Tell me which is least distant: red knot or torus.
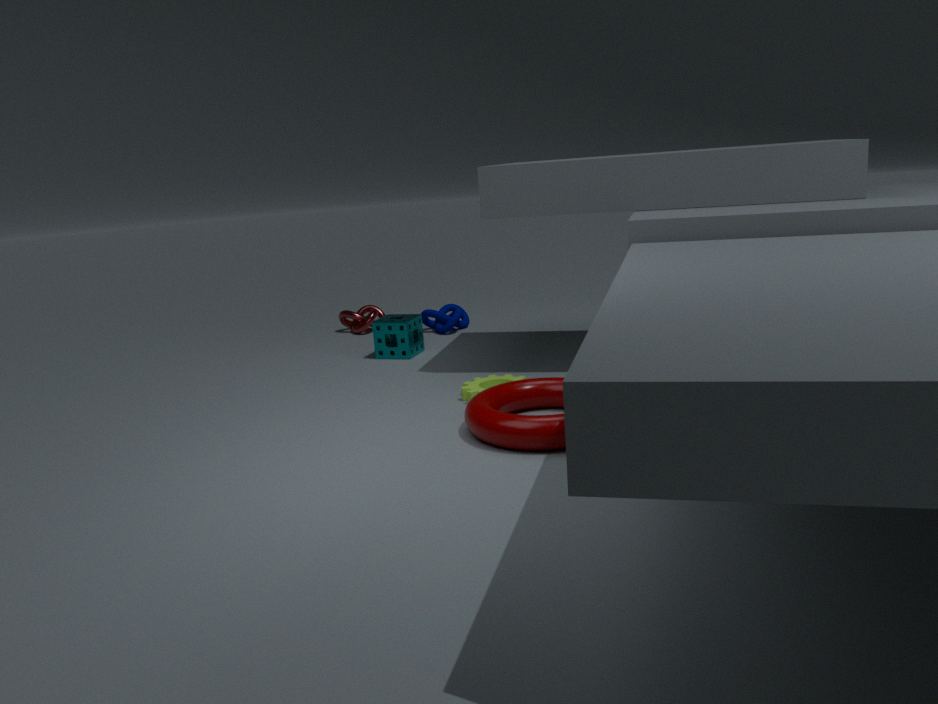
torus
